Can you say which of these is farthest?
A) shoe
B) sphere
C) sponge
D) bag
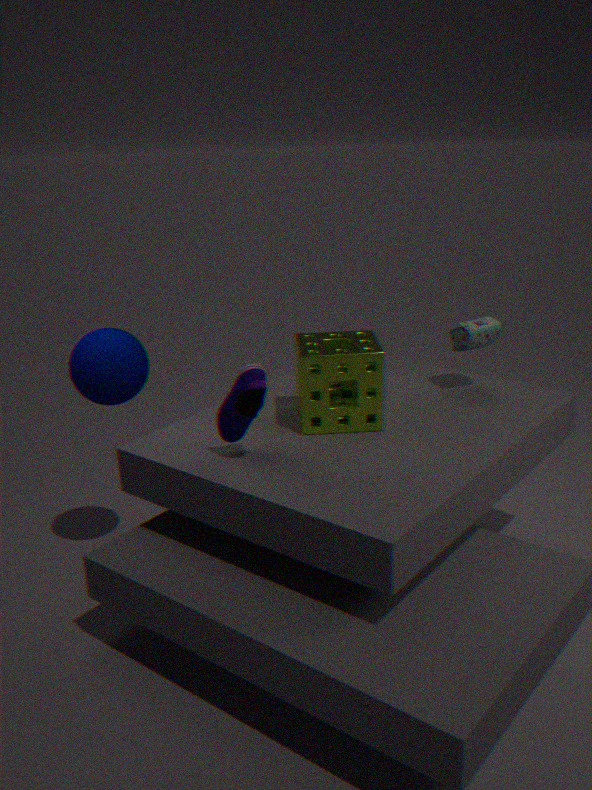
bag
